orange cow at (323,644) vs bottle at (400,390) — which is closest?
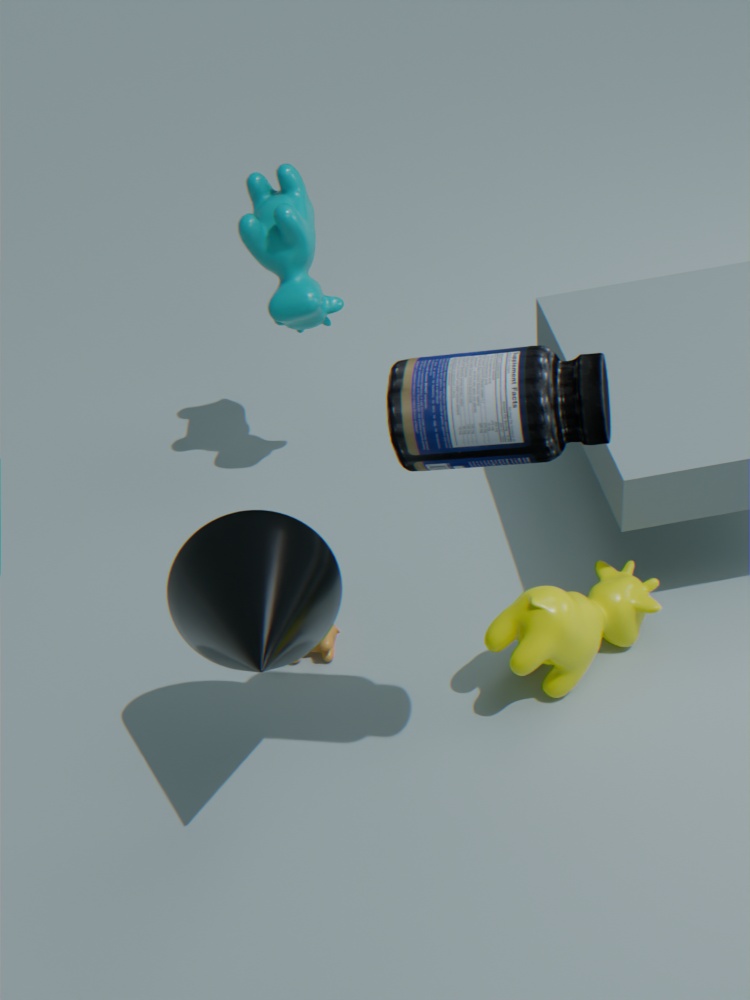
bottle at (400,390)
